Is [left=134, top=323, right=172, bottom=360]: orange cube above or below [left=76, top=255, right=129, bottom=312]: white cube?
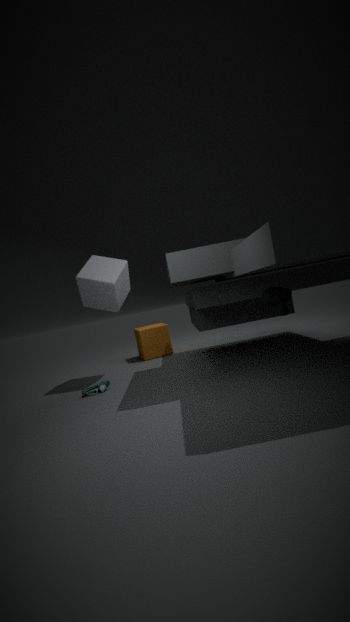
below
